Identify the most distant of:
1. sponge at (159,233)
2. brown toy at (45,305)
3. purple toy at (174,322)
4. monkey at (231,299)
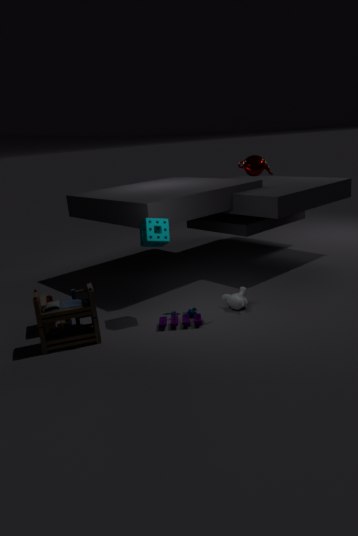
monkey at (231,299)
